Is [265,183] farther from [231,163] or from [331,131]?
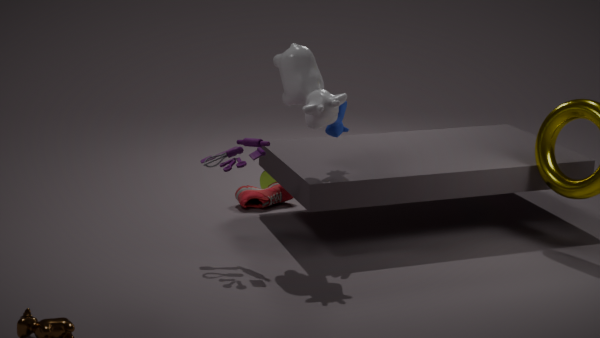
[231,163]
